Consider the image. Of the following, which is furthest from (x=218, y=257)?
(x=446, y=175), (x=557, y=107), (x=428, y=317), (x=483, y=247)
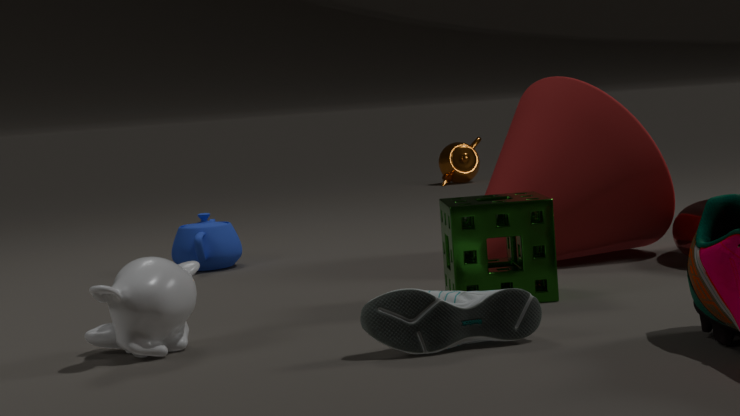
(x=446, y=175)
